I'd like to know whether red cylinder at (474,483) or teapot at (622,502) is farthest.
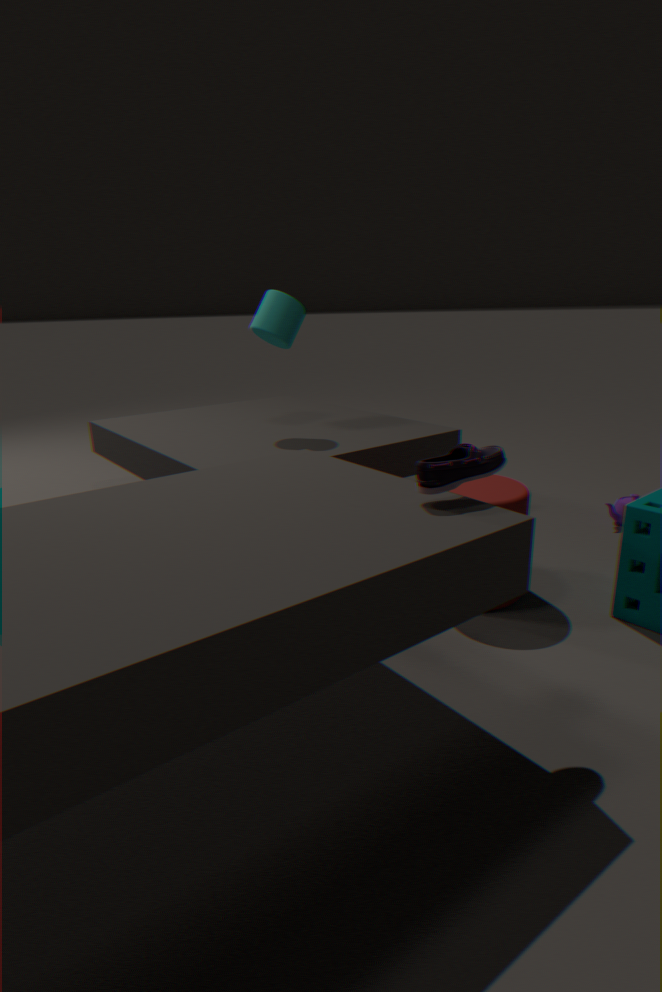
teapot at (622,502)
